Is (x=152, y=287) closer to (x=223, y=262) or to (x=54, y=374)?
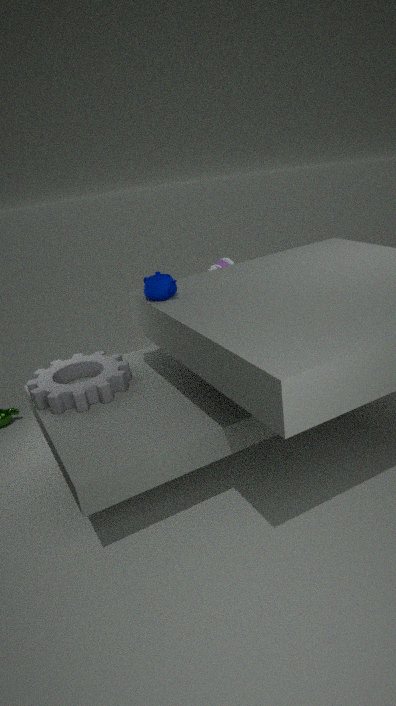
(x=54, y=374)
